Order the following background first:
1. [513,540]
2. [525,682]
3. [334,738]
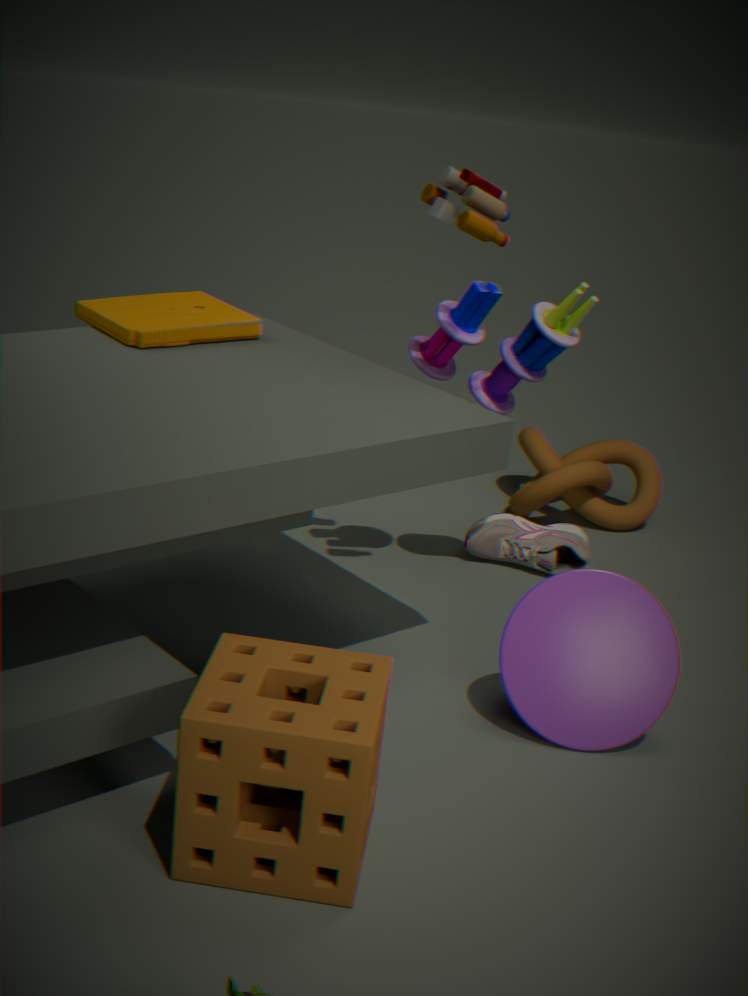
[513,540] → [525,682] → [334,738]
